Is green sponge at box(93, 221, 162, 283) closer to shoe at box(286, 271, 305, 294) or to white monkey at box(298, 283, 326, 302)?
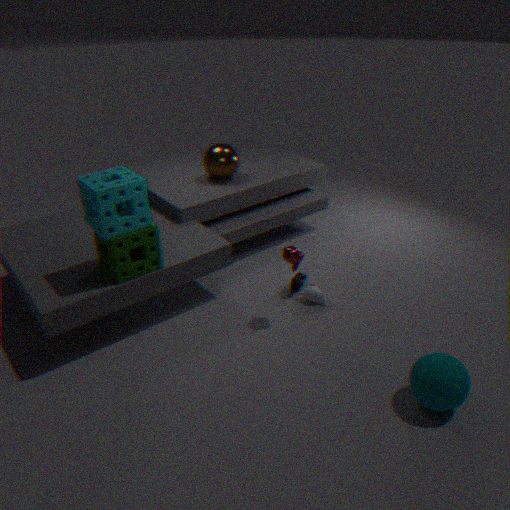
shoe at box(286, 271, 305, 294)
